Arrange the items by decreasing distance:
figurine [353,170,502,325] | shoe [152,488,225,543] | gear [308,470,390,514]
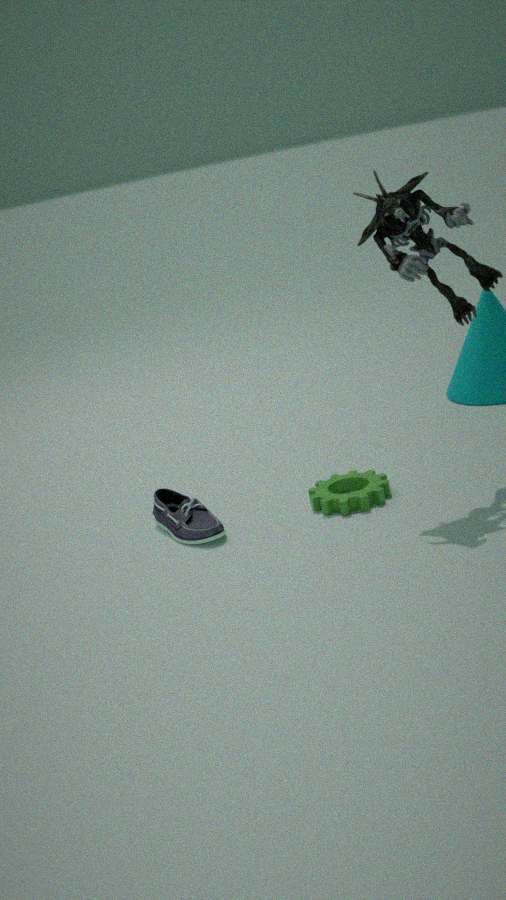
gear [308,470,390,514] < shoe [152,488,225,543] < figurine [353,170,502,325]
